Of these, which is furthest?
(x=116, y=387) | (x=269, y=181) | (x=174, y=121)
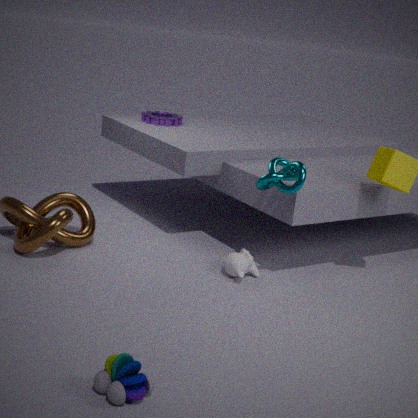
(x=174, y=121)
